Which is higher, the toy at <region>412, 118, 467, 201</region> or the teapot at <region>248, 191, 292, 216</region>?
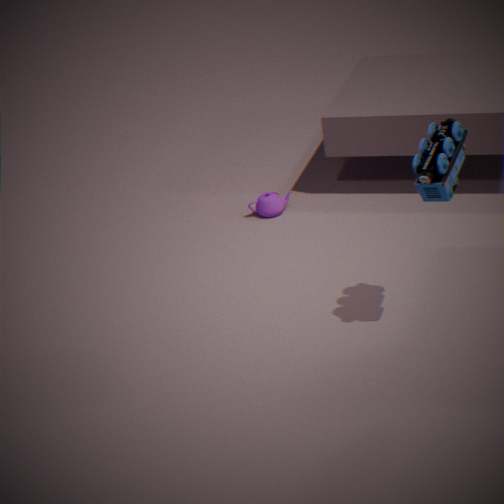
the toy at <region>412, 118, 467, 201</region>
